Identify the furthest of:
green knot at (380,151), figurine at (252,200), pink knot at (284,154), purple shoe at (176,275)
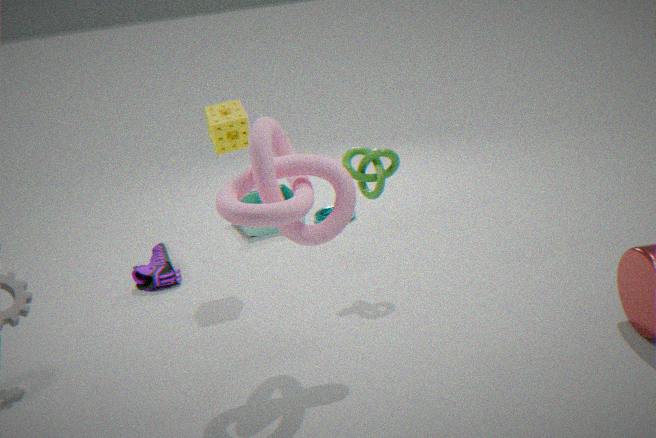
figurine at (252,200)
